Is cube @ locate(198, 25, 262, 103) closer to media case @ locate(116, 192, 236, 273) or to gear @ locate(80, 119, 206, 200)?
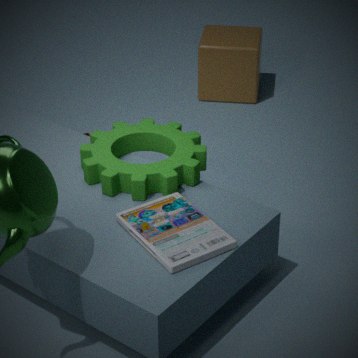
gear @ locate(80, 119, 206, 200)
